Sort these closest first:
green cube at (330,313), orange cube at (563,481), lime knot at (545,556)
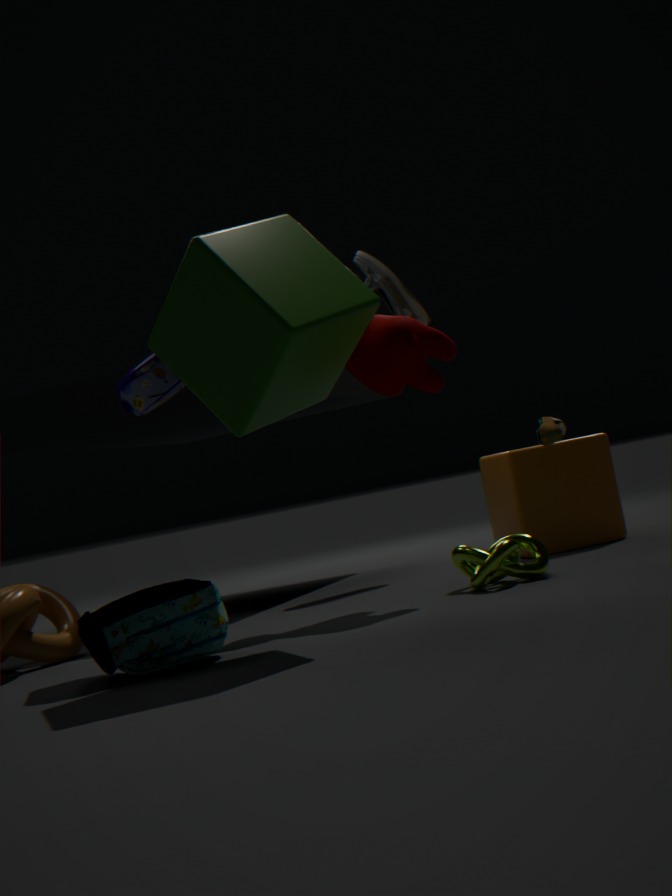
green cube at (330,313) < lime knot at (545,556) < orange cube at (563,481)
